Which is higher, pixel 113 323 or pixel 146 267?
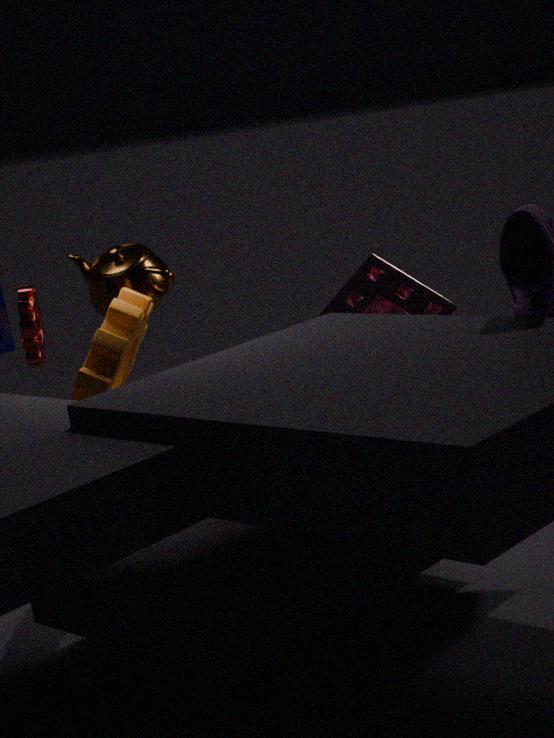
pixel 146 267
